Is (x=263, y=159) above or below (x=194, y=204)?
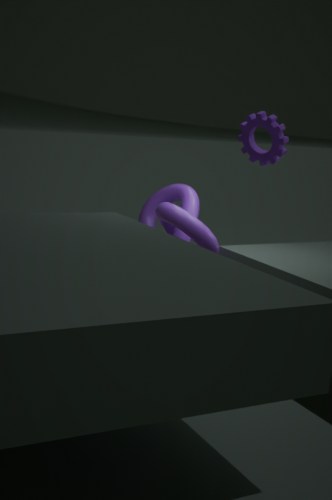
above
